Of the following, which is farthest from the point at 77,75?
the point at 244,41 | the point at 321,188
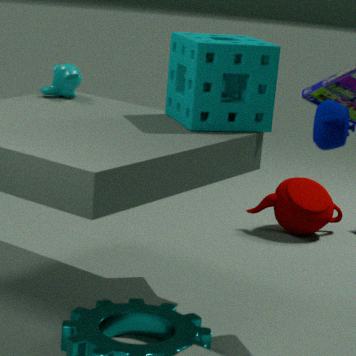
the point at 321,188
